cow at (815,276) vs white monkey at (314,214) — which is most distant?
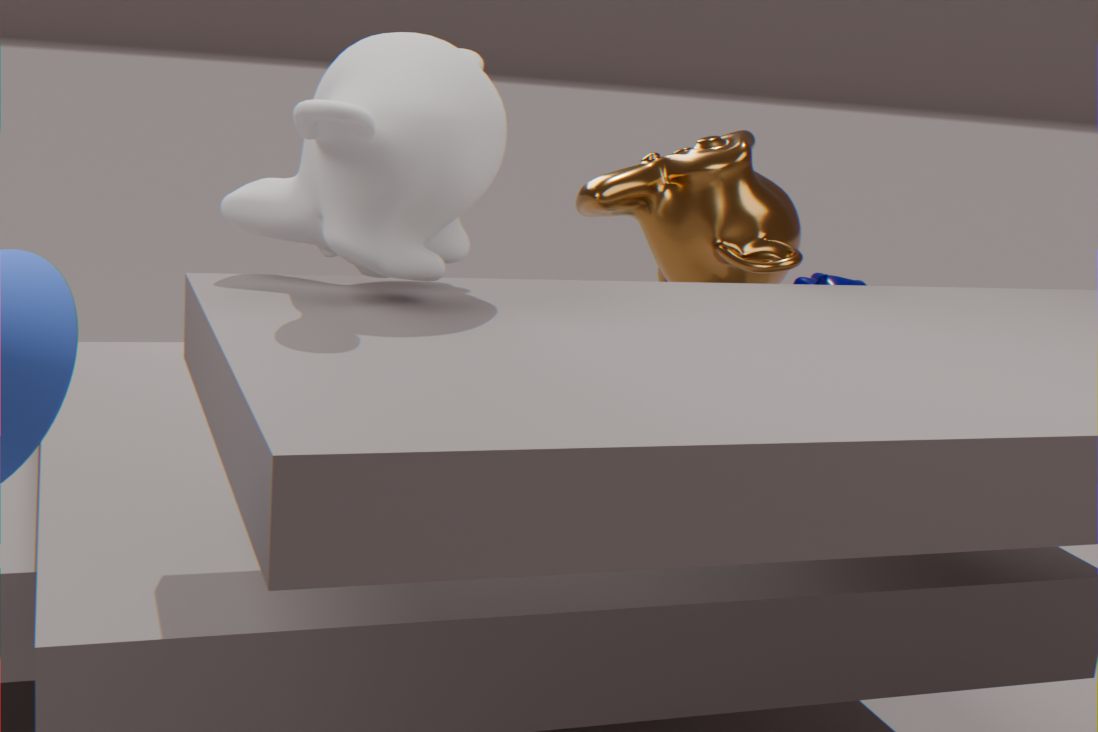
cow at (815,276)
